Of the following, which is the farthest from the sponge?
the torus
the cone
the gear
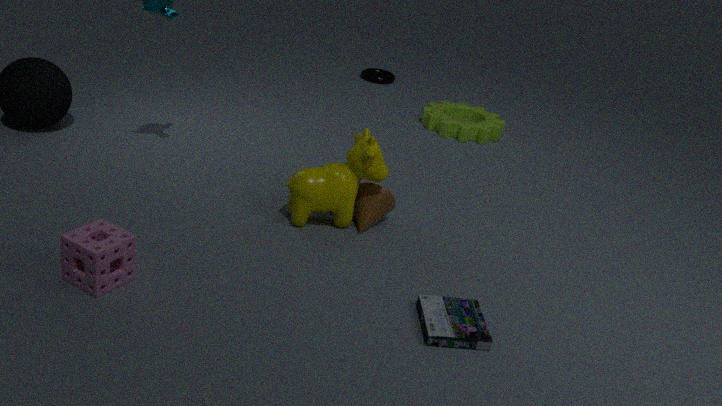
the torus
